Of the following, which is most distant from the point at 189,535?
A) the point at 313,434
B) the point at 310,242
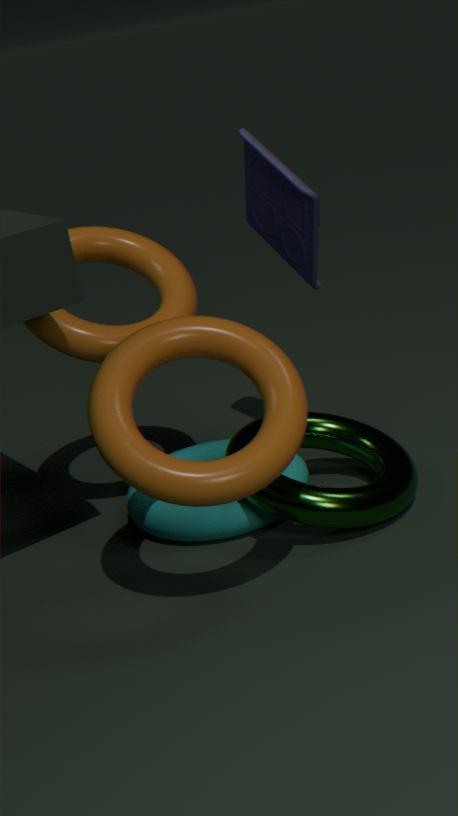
the point at 310,242
